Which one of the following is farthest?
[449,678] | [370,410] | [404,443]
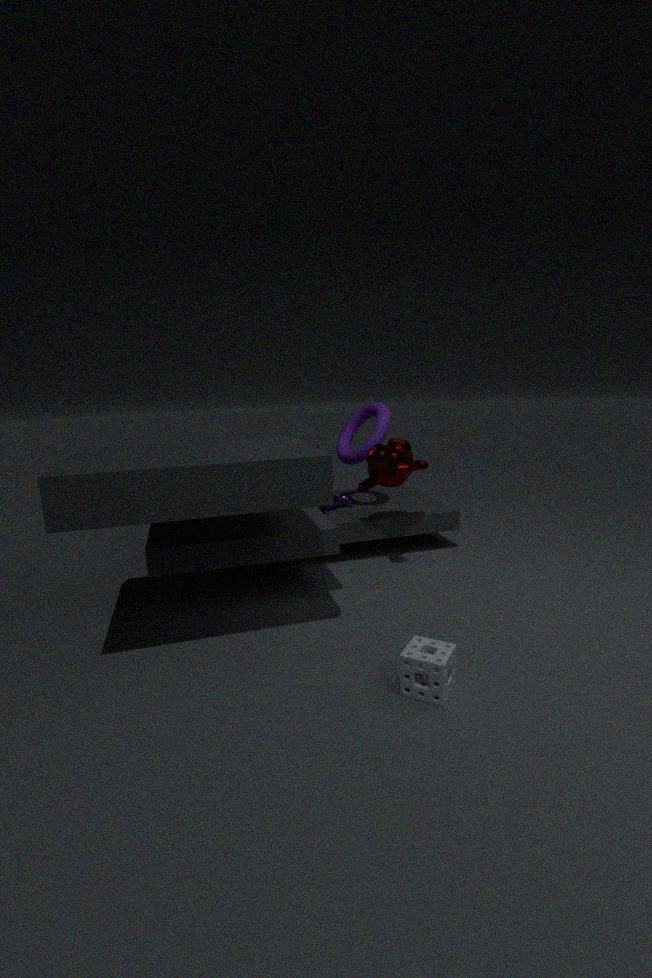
[370,410]
